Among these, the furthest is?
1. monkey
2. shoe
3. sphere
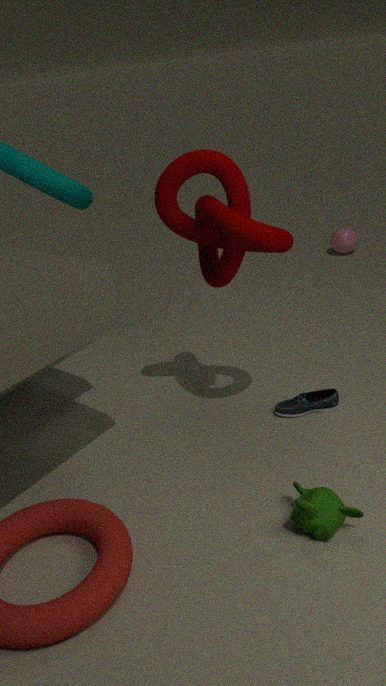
sphere
